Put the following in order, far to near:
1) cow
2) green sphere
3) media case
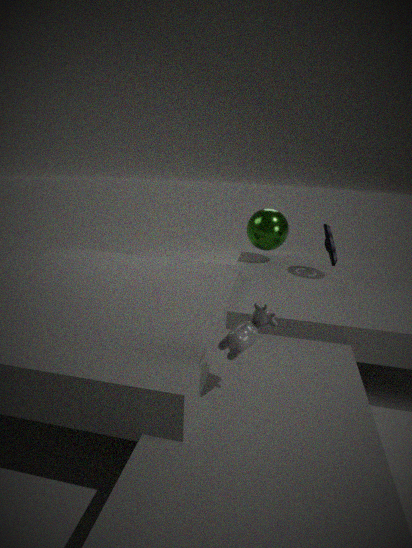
2. green sphere
3. media case
1. cow
